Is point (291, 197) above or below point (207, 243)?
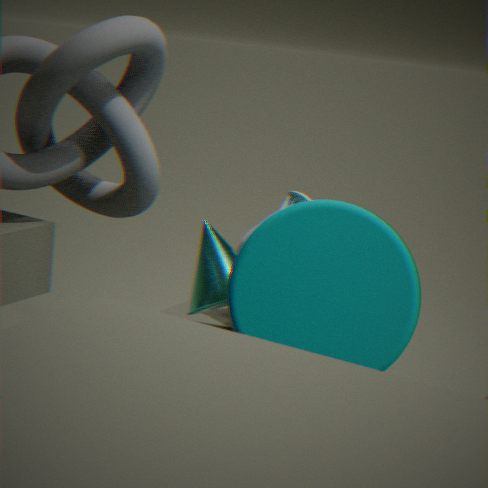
above
